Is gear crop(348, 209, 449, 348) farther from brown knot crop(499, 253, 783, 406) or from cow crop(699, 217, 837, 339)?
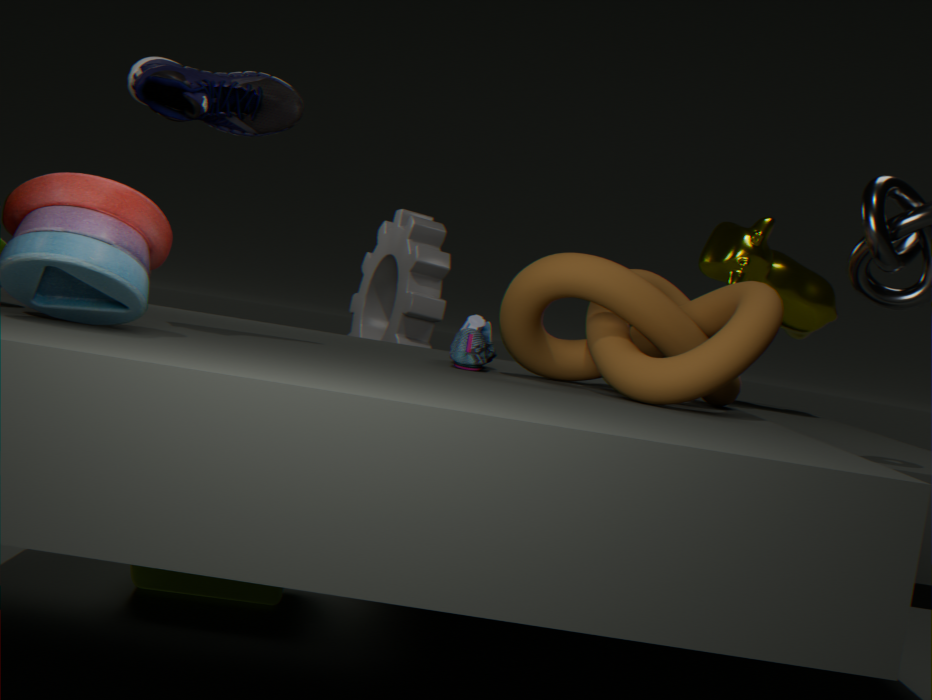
brown knot crop(499, 253, 783, 406)
